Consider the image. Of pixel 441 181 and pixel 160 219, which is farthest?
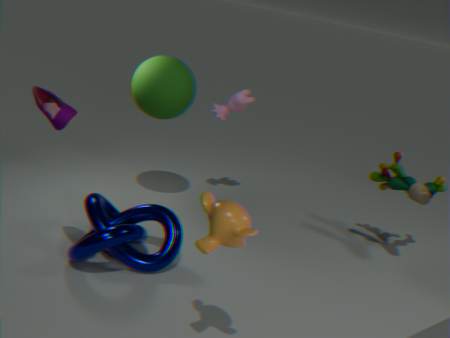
pixel 441 181
